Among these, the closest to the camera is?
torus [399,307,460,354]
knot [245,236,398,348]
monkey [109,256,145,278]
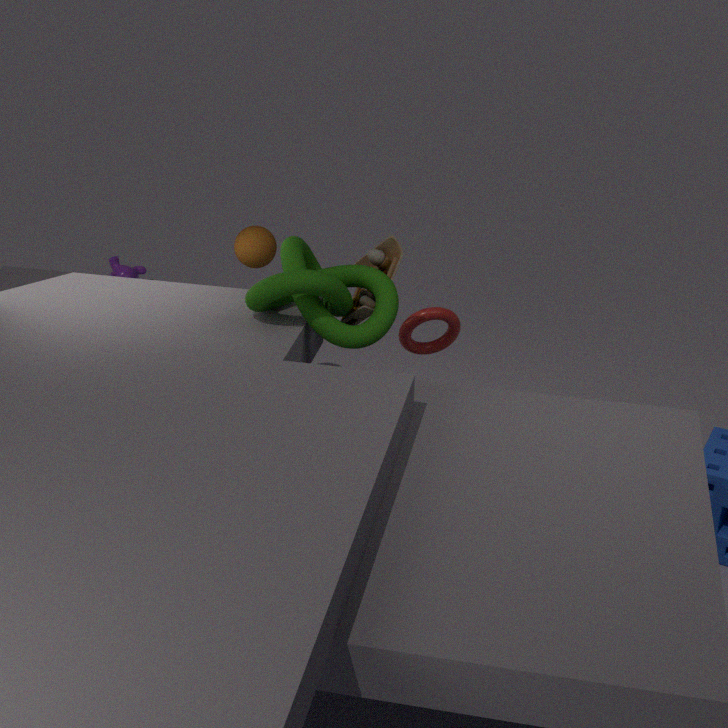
knot [245,236,398,348]
